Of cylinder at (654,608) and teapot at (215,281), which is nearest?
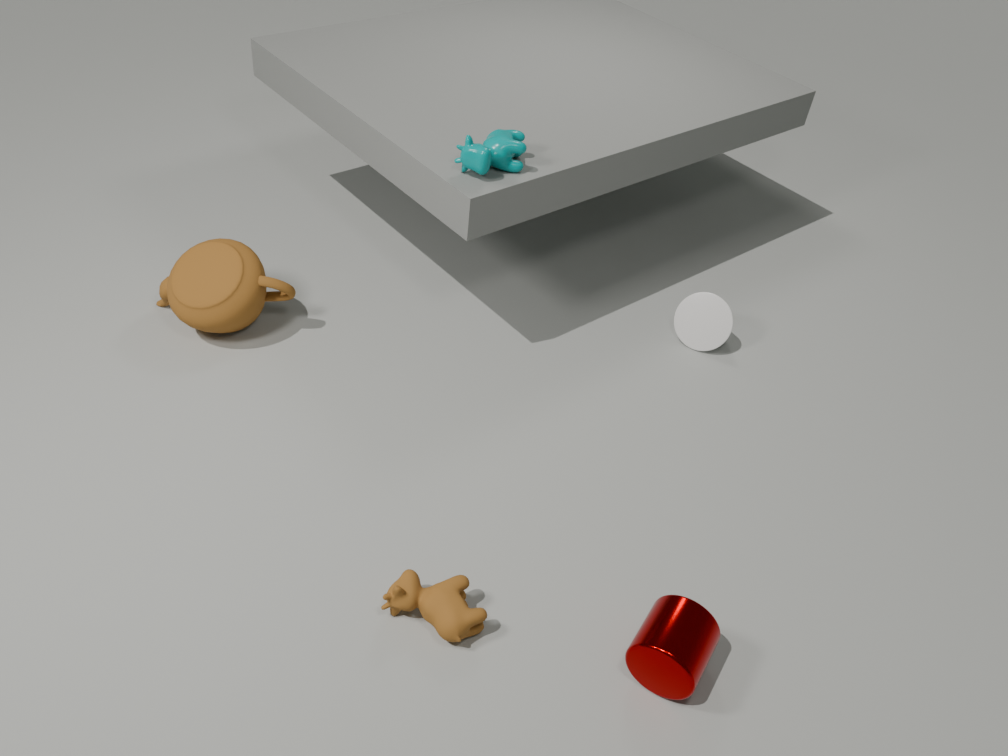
cylinder at (654,608)
